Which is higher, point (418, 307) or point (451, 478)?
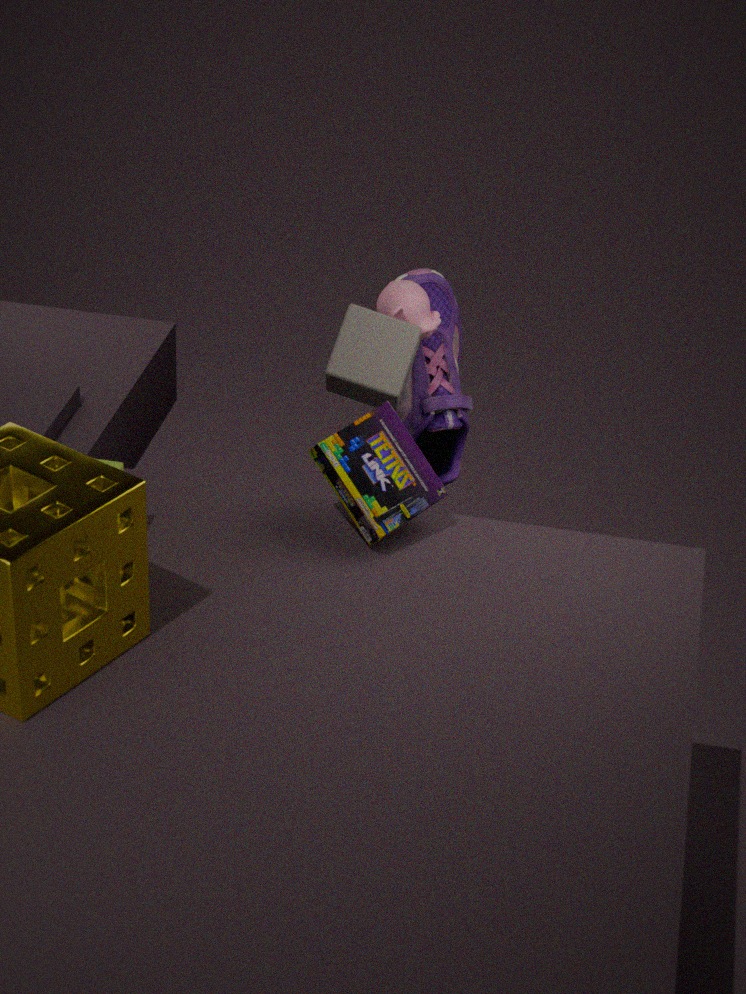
point (418, 307)
